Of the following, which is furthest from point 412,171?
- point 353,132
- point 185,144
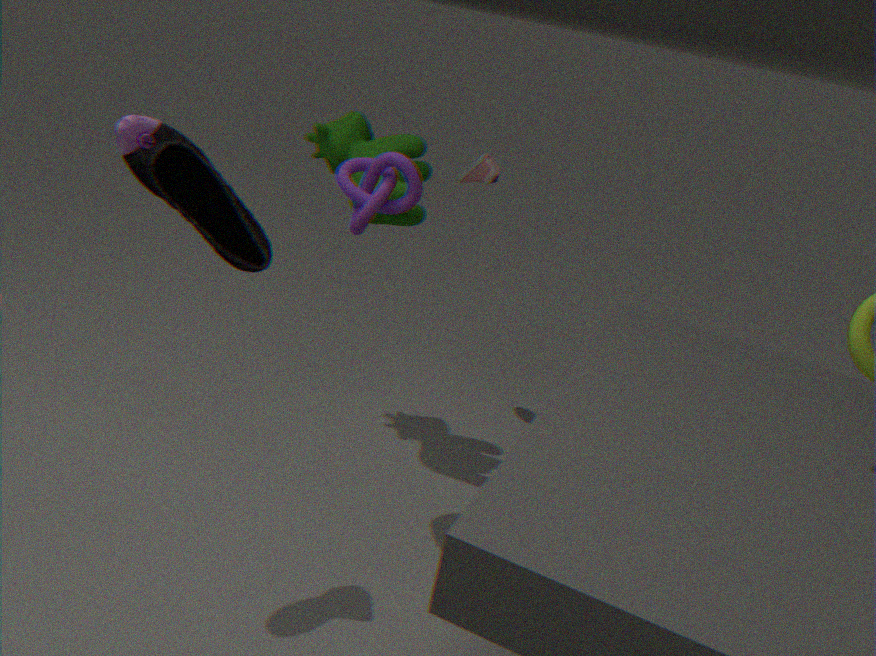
point 185,144
